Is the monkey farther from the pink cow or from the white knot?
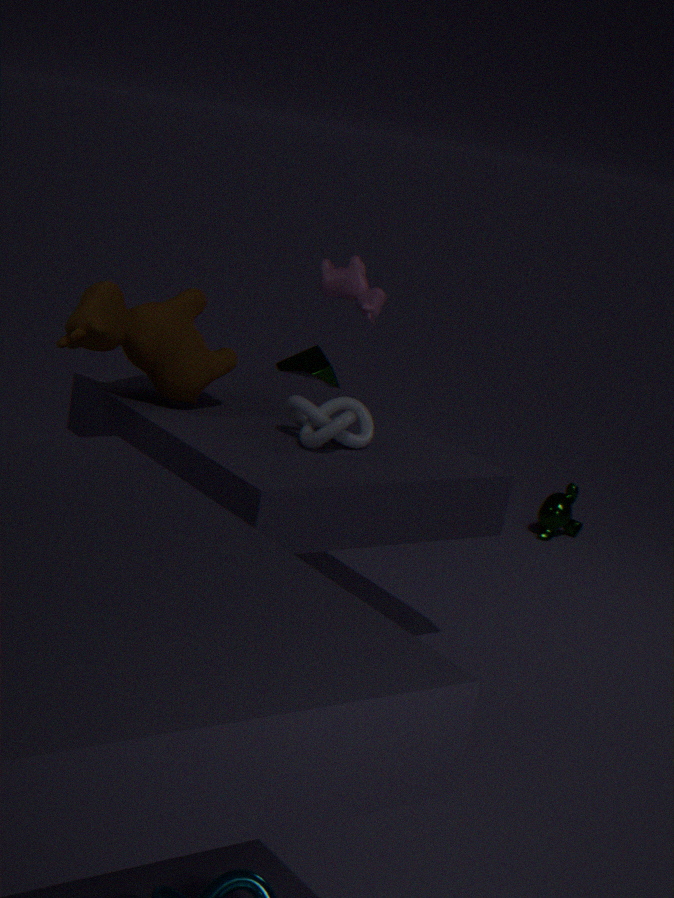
the white knot
